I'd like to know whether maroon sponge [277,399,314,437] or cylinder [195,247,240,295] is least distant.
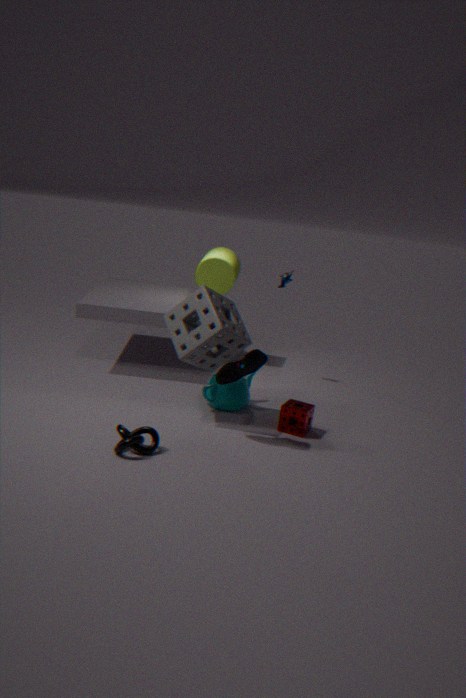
maroon sponge [277,399,314,437]
